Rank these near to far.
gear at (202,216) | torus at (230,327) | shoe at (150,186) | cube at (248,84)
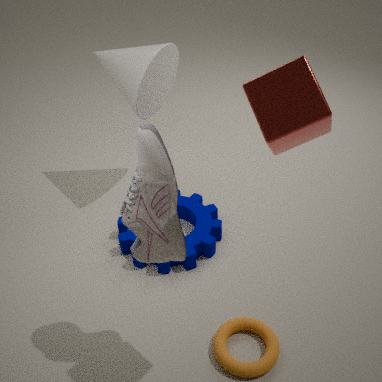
1. cube at (248,84)
2. shoe at (150,186)
3. torus at (230,327)
4. gear at (202,216)
